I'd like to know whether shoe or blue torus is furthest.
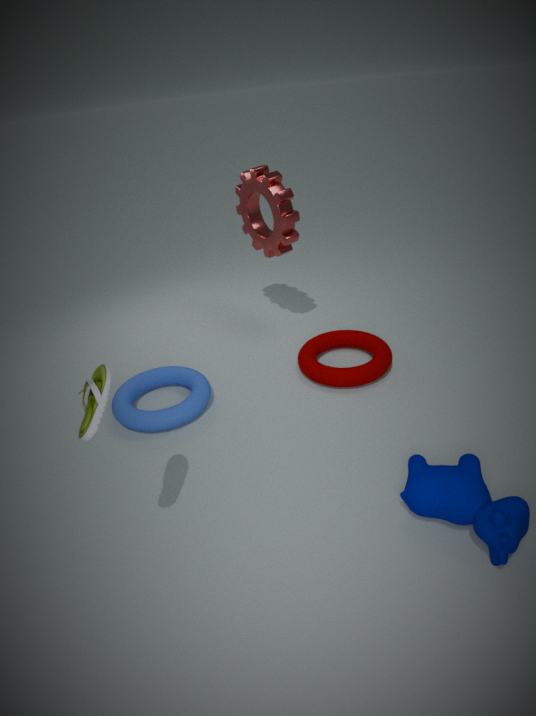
blue torus
